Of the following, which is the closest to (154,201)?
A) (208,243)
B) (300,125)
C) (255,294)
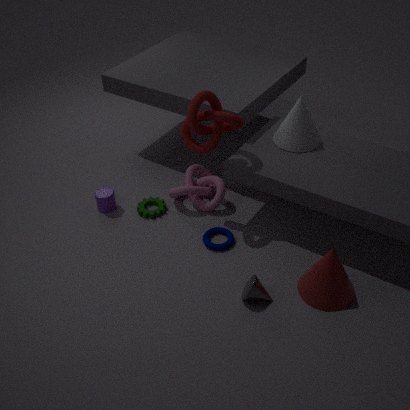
(208,243)
